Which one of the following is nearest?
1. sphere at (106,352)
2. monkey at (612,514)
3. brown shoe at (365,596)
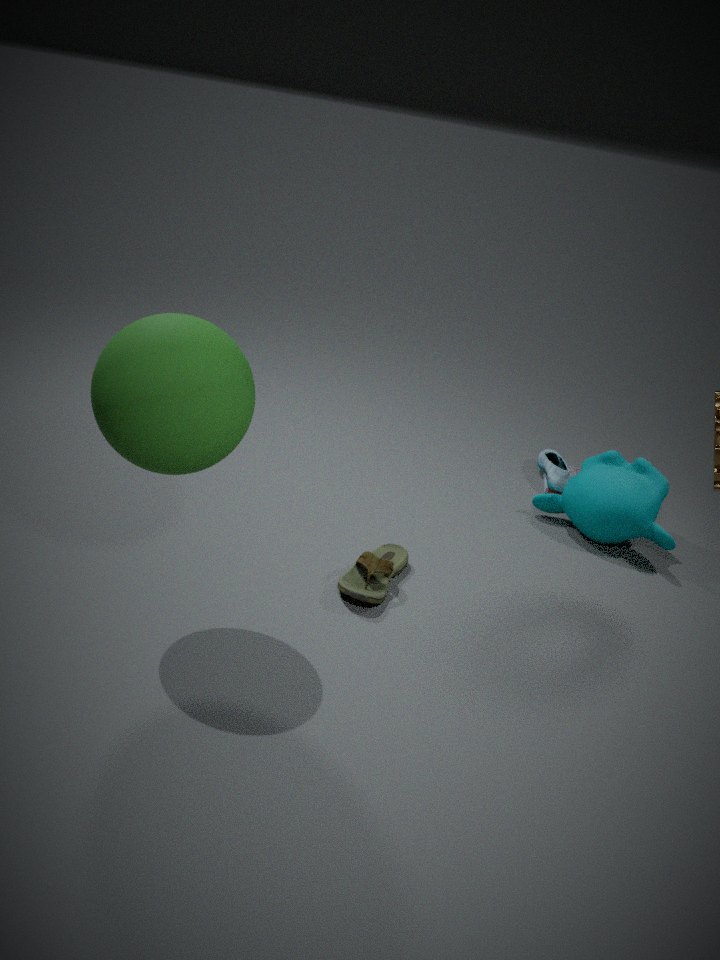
sphere at (106,352)
